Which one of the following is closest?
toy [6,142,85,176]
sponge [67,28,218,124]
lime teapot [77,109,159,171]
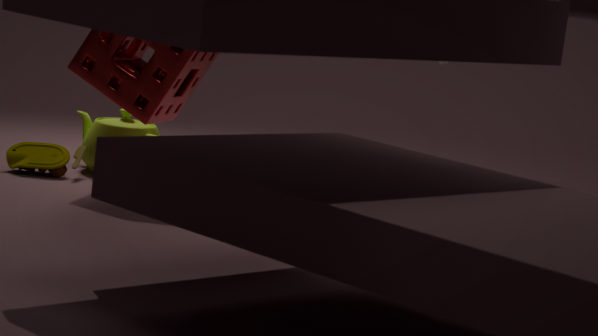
sponge [67,28,218,124]
